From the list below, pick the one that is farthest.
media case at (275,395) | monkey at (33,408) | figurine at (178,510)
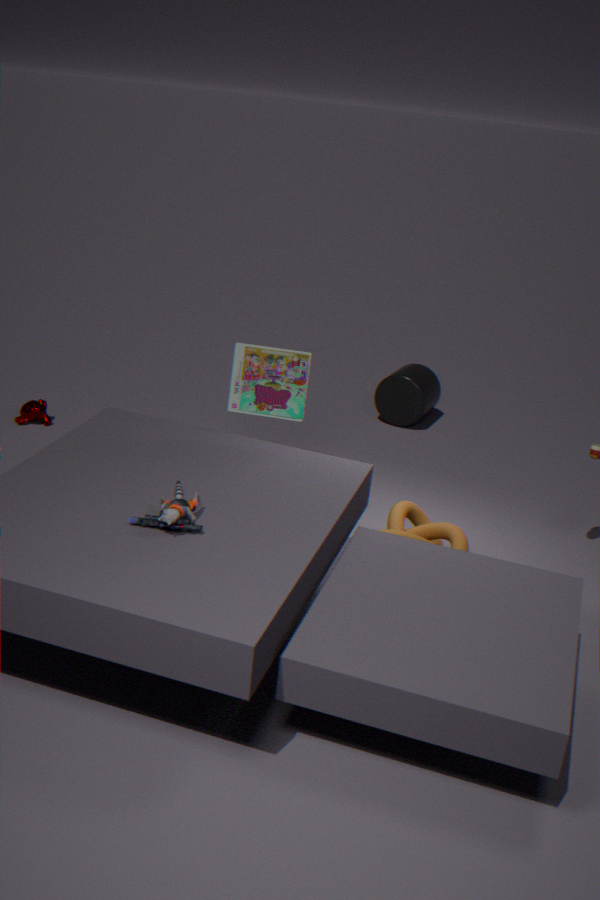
monkey at (33,408)
